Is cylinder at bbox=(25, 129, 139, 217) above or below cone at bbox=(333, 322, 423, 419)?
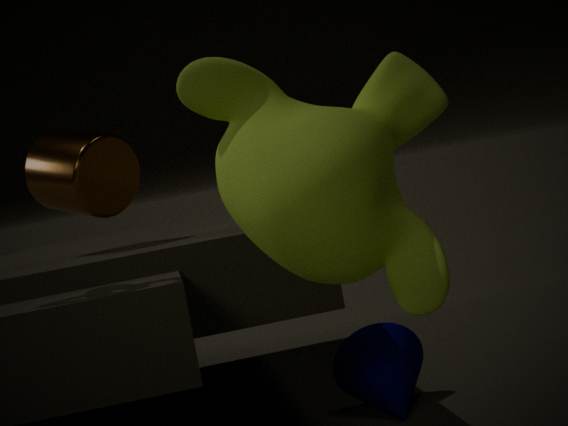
above
